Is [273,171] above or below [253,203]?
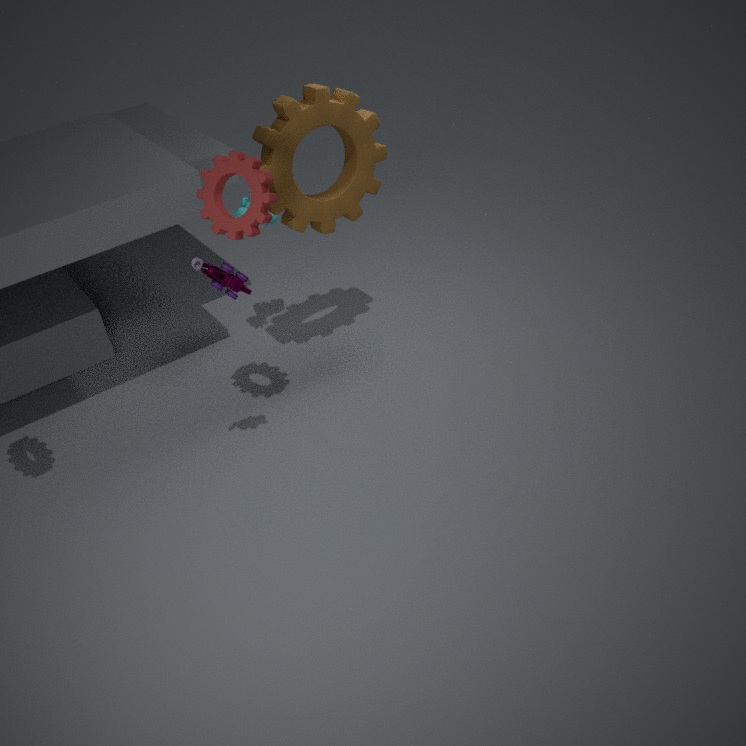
below
